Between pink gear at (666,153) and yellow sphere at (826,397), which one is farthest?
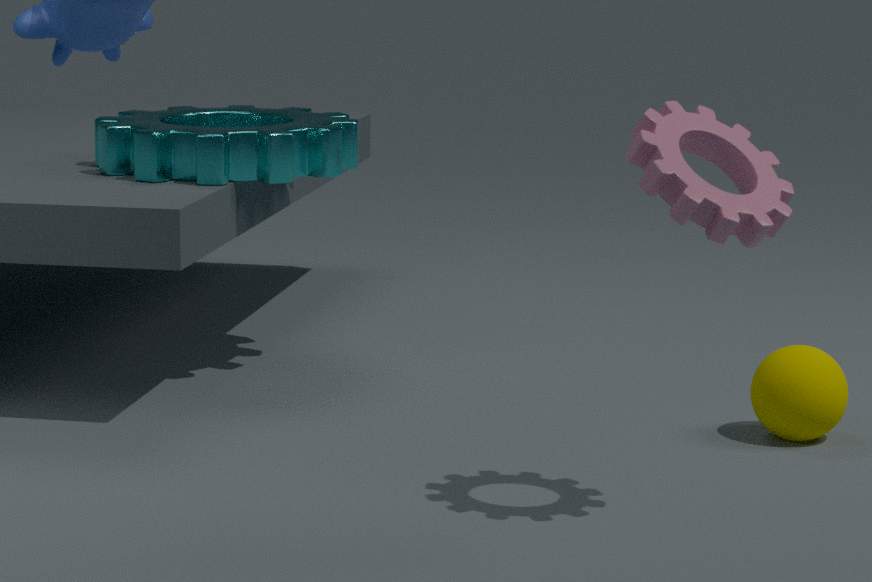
yellow sphere at (826,397)
